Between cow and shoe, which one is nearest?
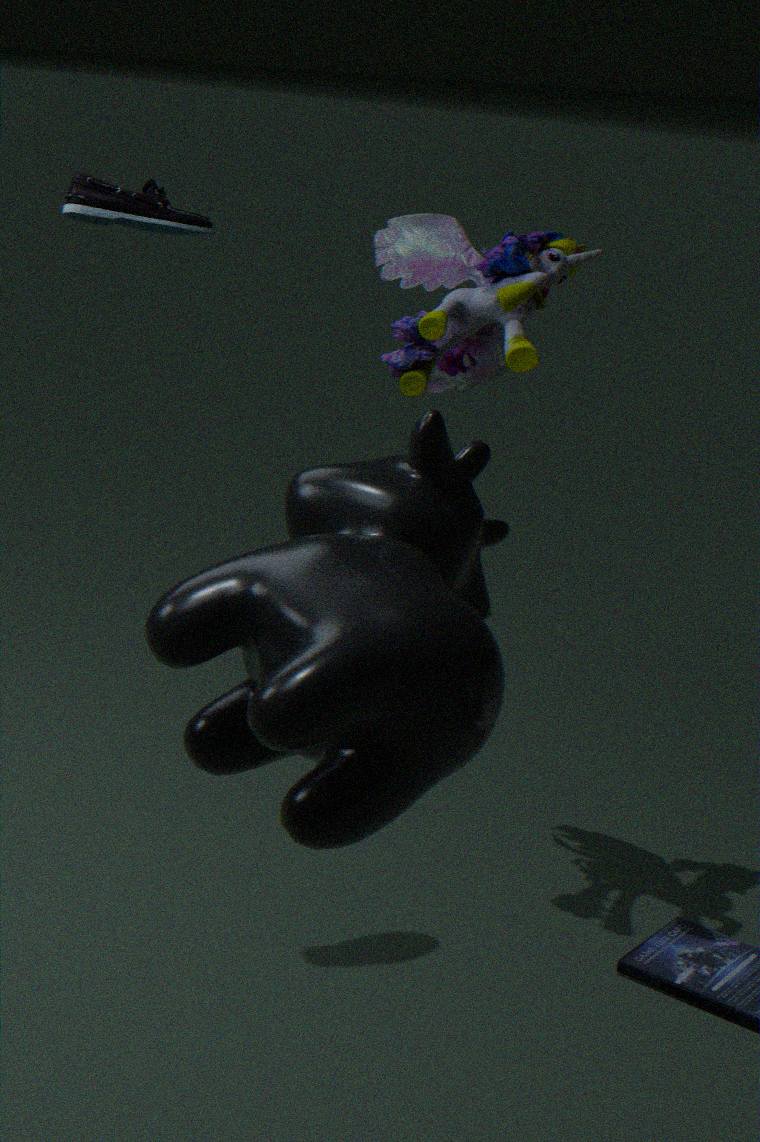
cow
